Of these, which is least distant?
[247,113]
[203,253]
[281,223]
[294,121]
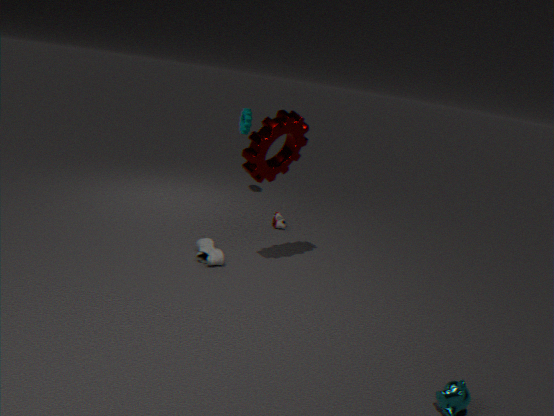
[294,121]
